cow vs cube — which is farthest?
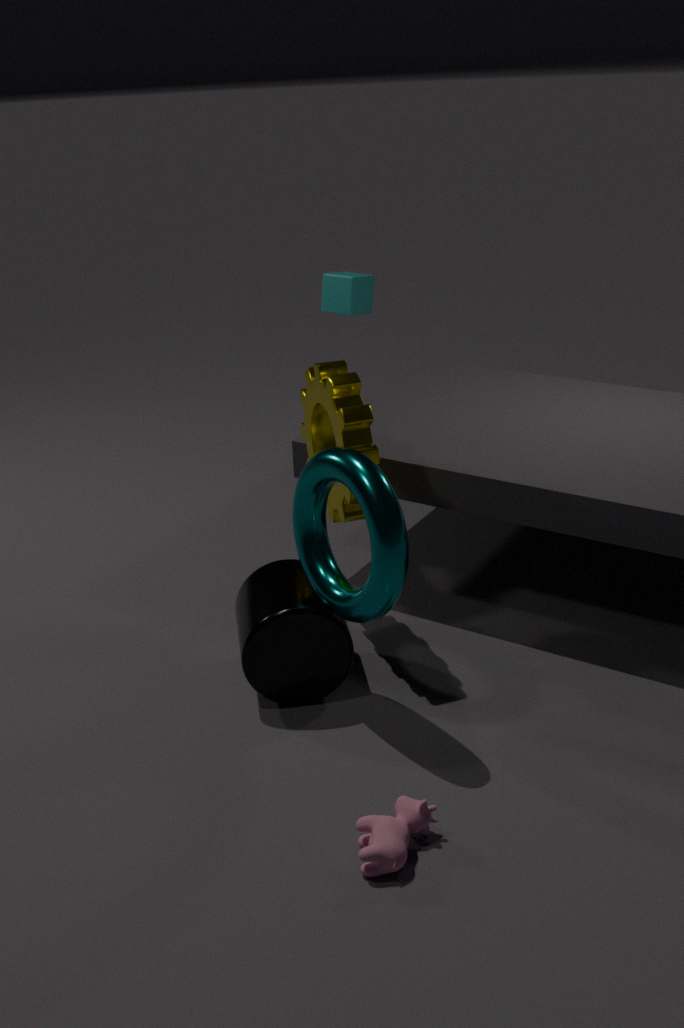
cube
